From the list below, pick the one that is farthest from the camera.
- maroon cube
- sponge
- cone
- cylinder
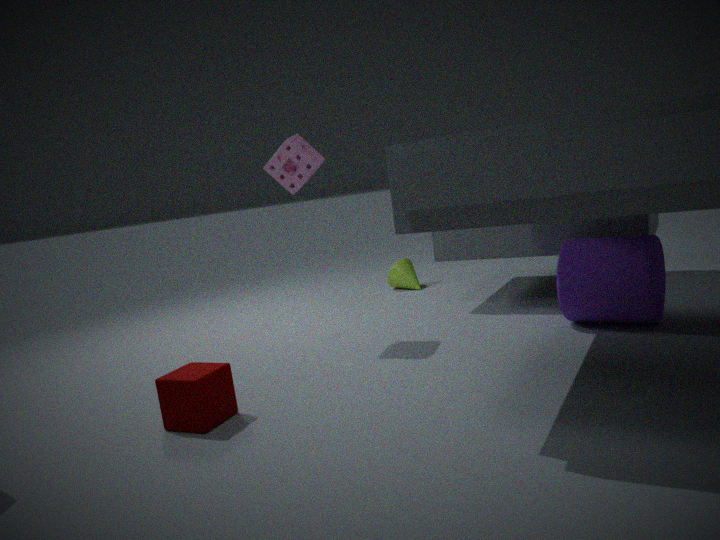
cone
